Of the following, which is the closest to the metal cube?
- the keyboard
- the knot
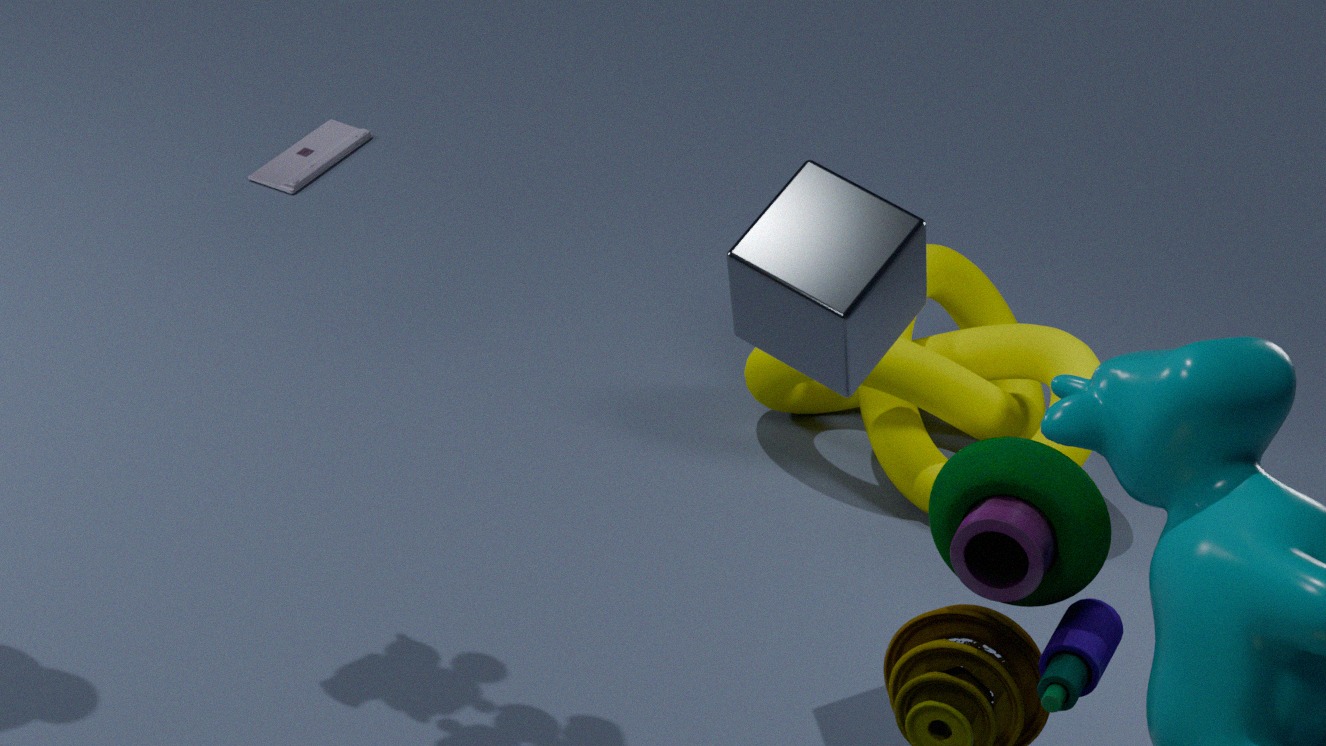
the knot
